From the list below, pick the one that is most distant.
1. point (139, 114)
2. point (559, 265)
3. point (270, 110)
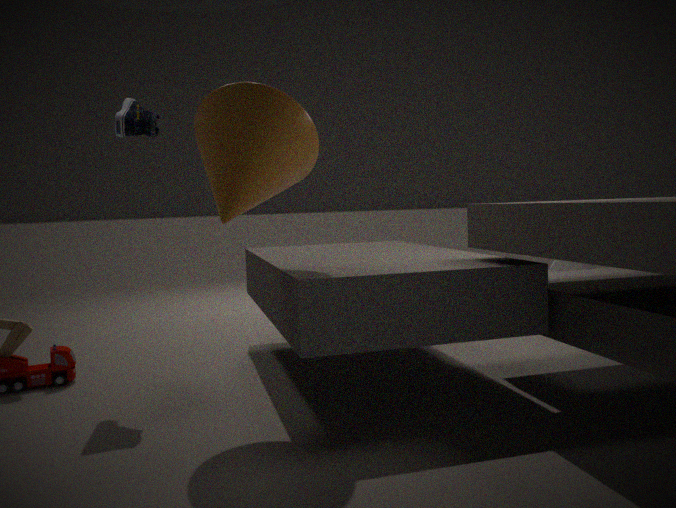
point (559, 265)
